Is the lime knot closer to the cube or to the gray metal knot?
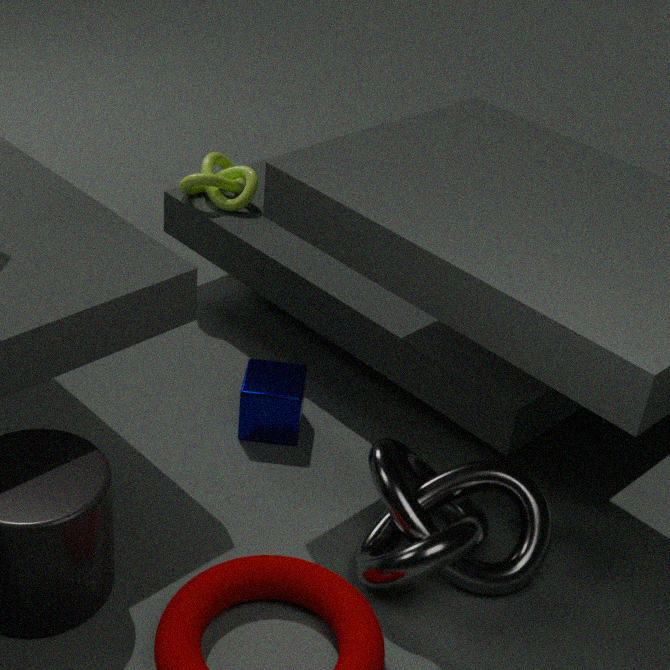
the cube
